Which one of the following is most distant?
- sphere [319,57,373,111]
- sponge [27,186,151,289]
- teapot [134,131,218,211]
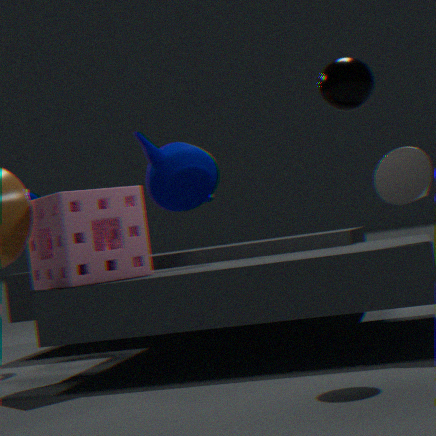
teapot [134,131,218,211]
